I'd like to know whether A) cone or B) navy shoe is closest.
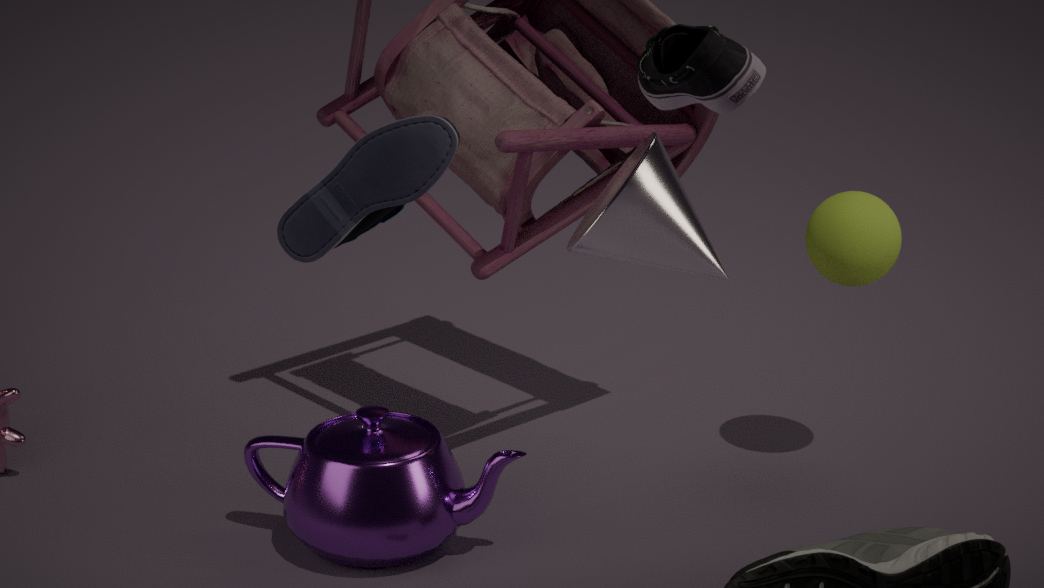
B. navy shoe
